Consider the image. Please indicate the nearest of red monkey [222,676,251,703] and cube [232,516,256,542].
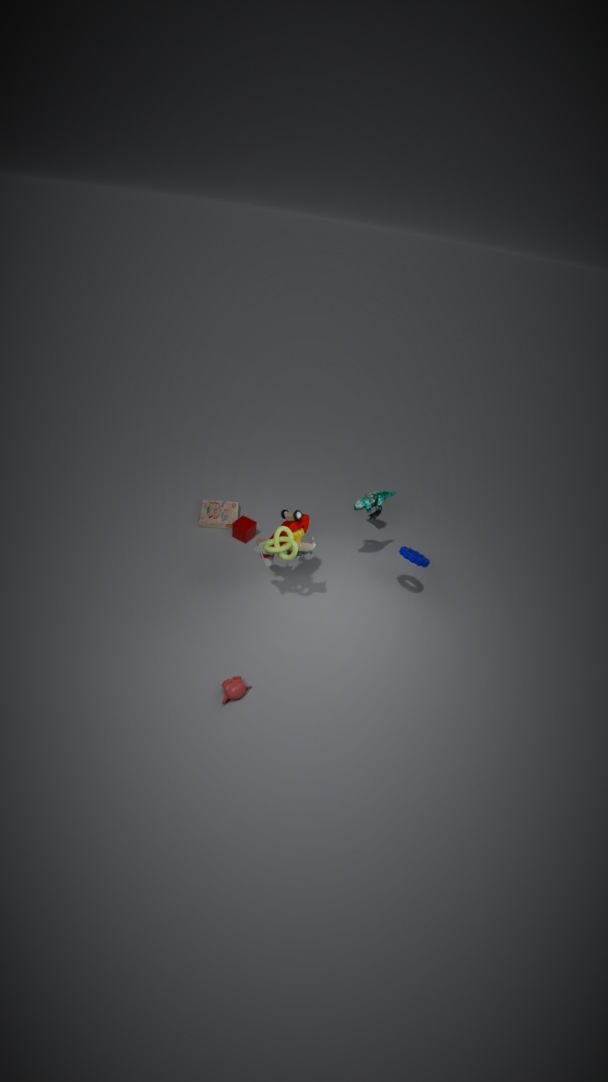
red monkey [222,676,251,703]
